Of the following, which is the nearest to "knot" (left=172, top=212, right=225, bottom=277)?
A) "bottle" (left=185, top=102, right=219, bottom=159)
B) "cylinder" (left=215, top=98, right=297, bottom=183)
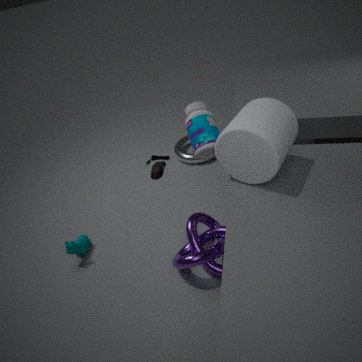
"cylinder" (left=215, top=98, right=297, bottom=183)
